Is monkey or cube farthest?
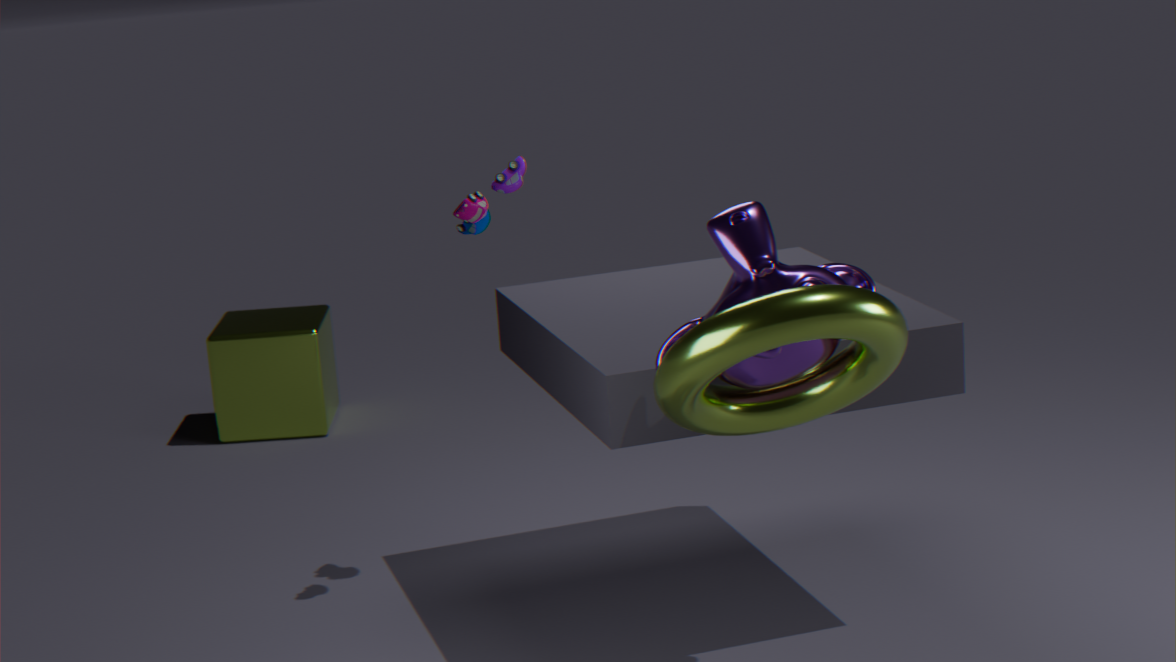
cube
